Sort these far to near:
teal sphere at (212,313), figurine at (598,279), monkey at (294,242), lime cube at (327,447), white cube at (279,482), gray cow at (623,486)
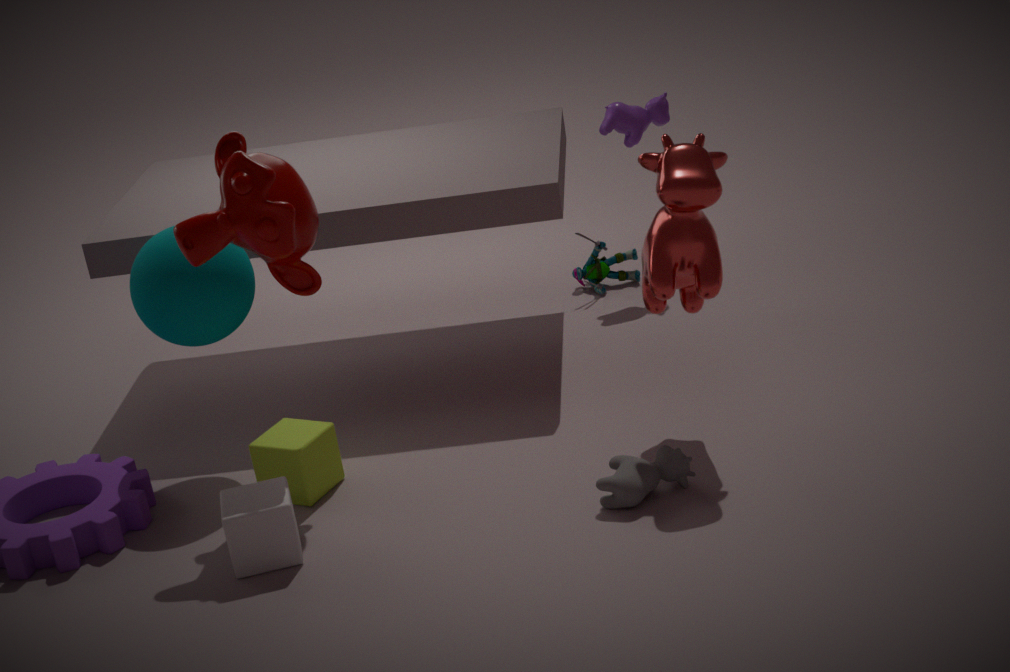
figurine at (598,279)
teal sphere at (212,313)
lime cube at (327,447)
monkey at (294,242)
gray cow at (623,486)
white cube at (279,482)
